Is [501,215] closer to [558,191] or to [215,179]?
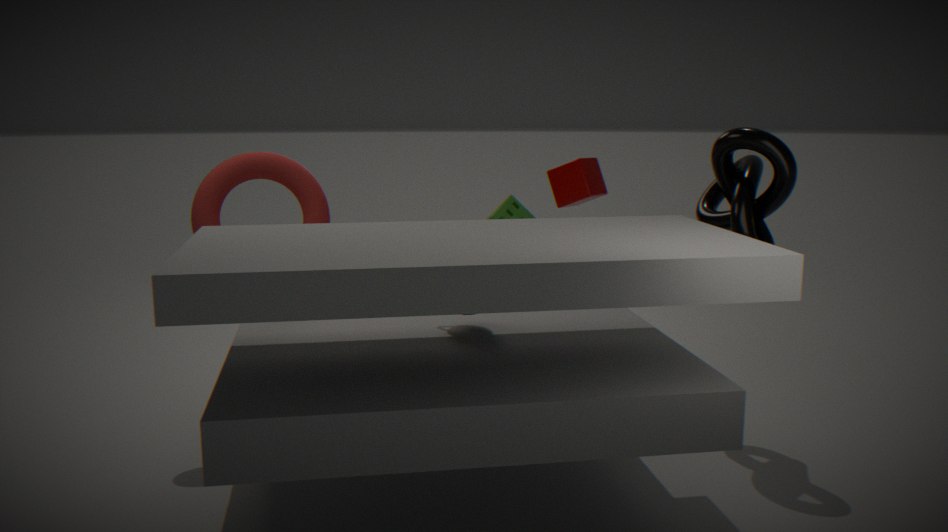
[558,191]
